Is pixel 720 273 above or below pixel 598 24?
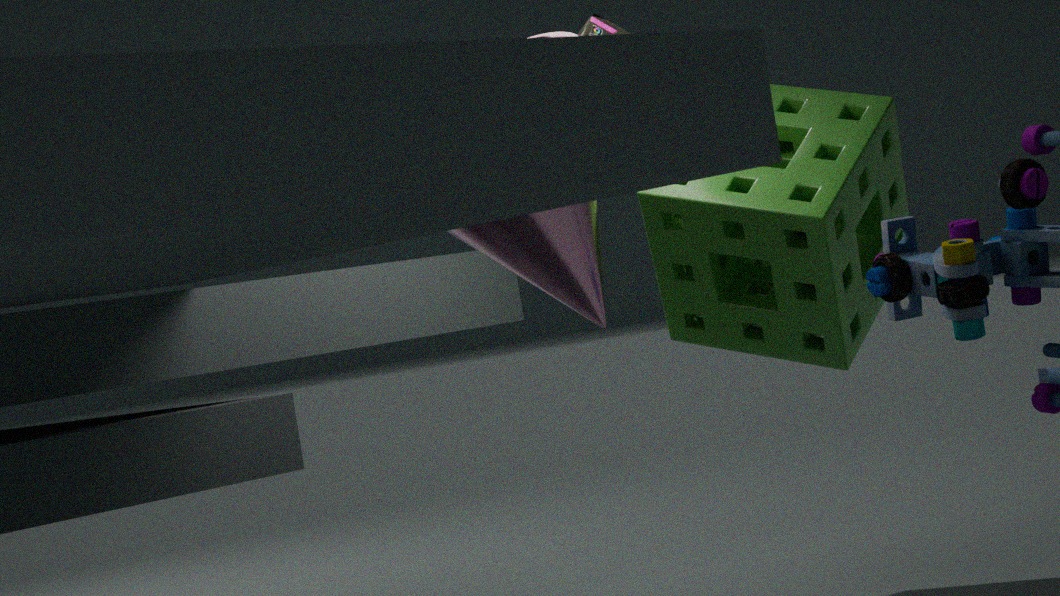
below
